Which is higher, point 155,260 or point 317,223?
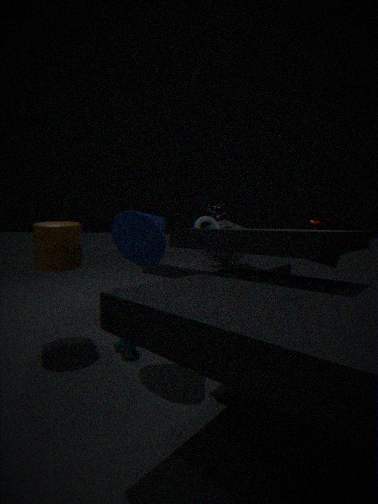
point 155,260
